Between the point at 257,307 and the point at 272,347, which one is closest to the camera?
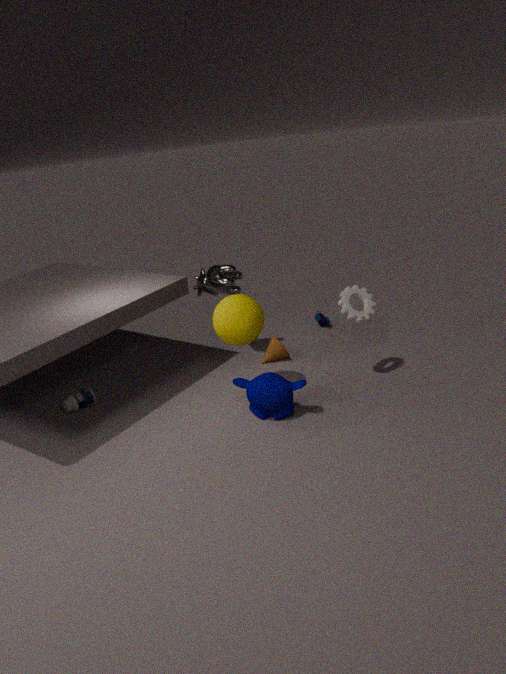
the point at 257,307
